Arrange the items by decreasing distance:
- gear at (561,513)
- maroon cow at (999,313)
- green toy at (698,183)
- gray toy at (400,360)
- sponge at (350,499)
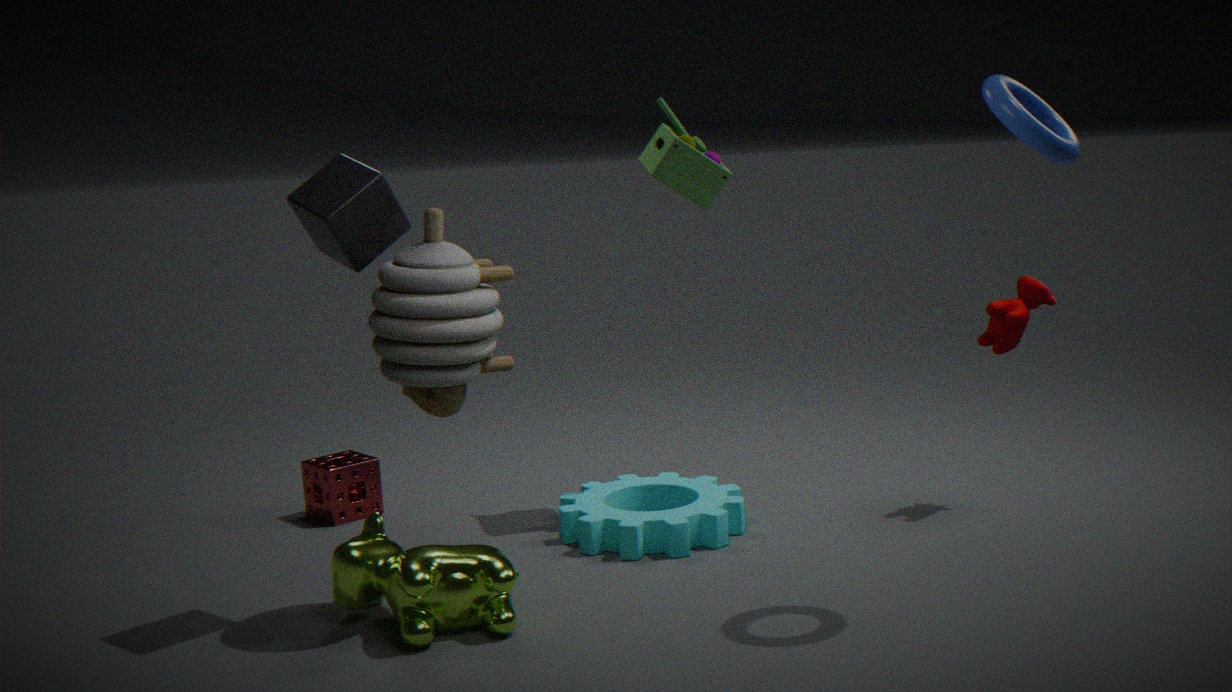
sponge at (350,499)
maroon cow at (999,313)
green toy at (698,183)
gear at (561,513)
gray toy at (400,360)
